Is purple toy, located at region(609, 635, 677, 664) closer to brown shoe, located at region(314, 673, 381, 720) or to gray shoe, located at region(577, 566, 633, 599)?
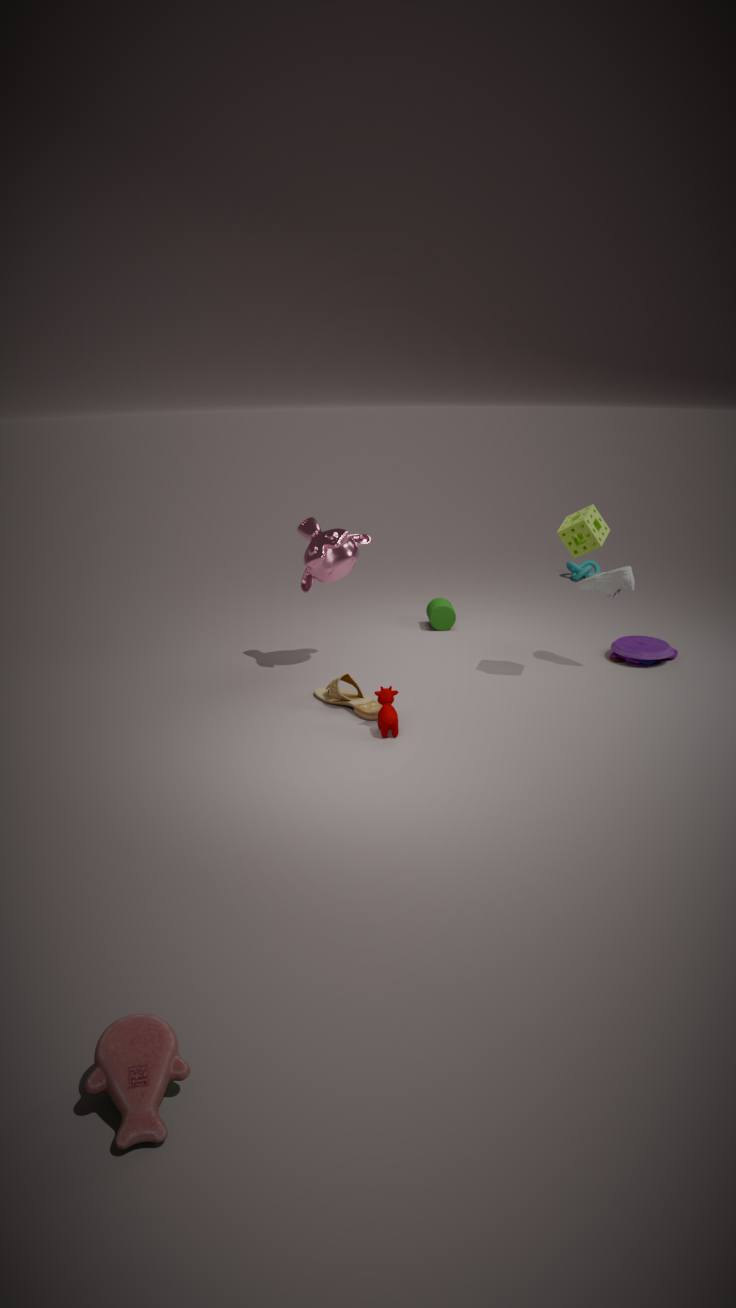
gray shoe, located at region(577, 566, 633, 599)
